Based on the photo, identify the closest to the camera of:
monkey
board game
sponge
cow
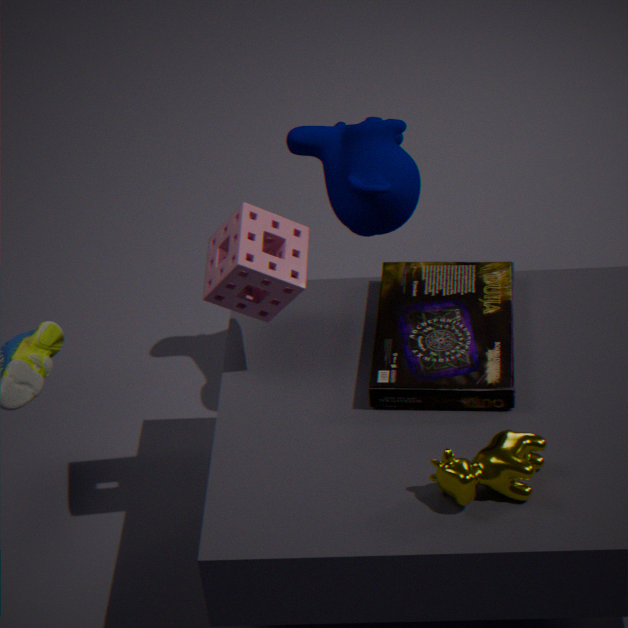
cow
